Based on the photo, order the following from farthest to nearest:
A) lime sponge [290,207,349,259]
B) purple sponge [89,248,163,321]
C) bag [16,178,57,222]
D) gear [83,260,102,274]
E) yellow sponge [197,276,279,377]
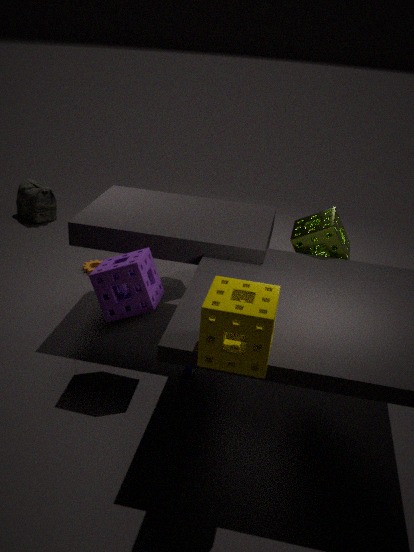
bag [16,178,57,222], gear [83,260,102,274], lime sponge [290,207,349,259], purple sponge [89,248,163,321], yellow sponge [197,276,279,377]
